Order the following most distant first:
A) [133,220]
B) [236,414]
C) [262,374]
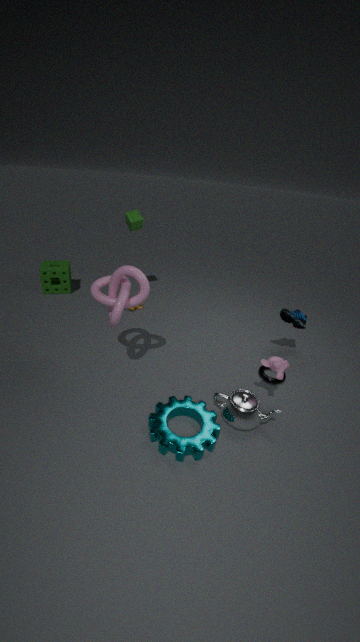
[133,220]
[262,374]
[236,414]
